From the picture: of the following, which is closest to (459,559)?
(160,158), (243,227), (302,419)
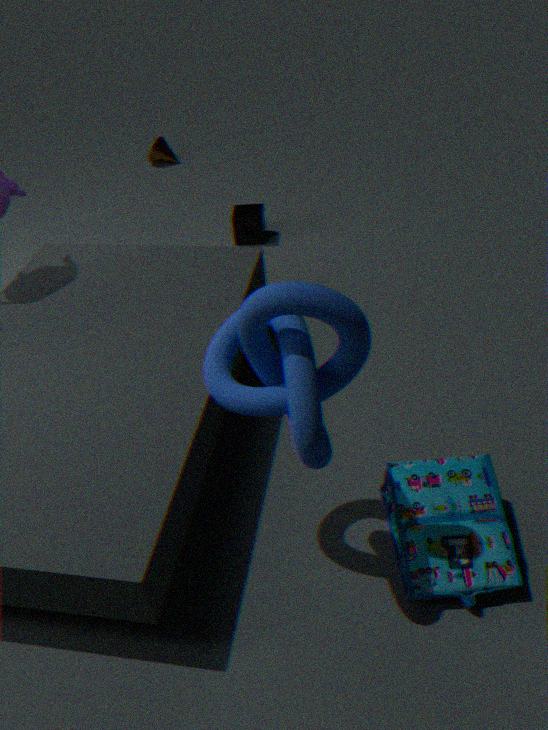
(302,419)
